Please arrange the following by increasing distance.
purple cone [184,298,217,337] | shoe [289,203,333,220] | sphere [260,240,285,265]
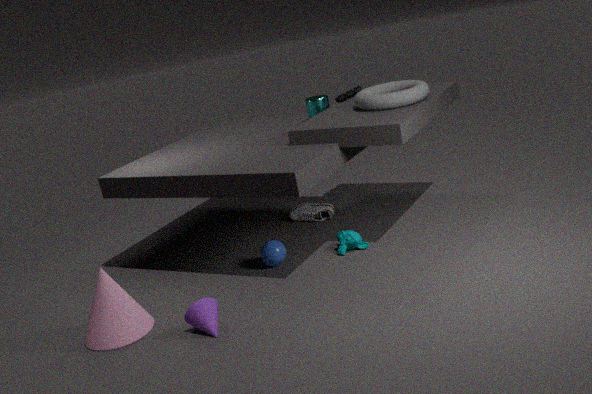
purple cone [184,298,217,337] < sphere [260,240,285,265] < shoe [289,203,333,220]
